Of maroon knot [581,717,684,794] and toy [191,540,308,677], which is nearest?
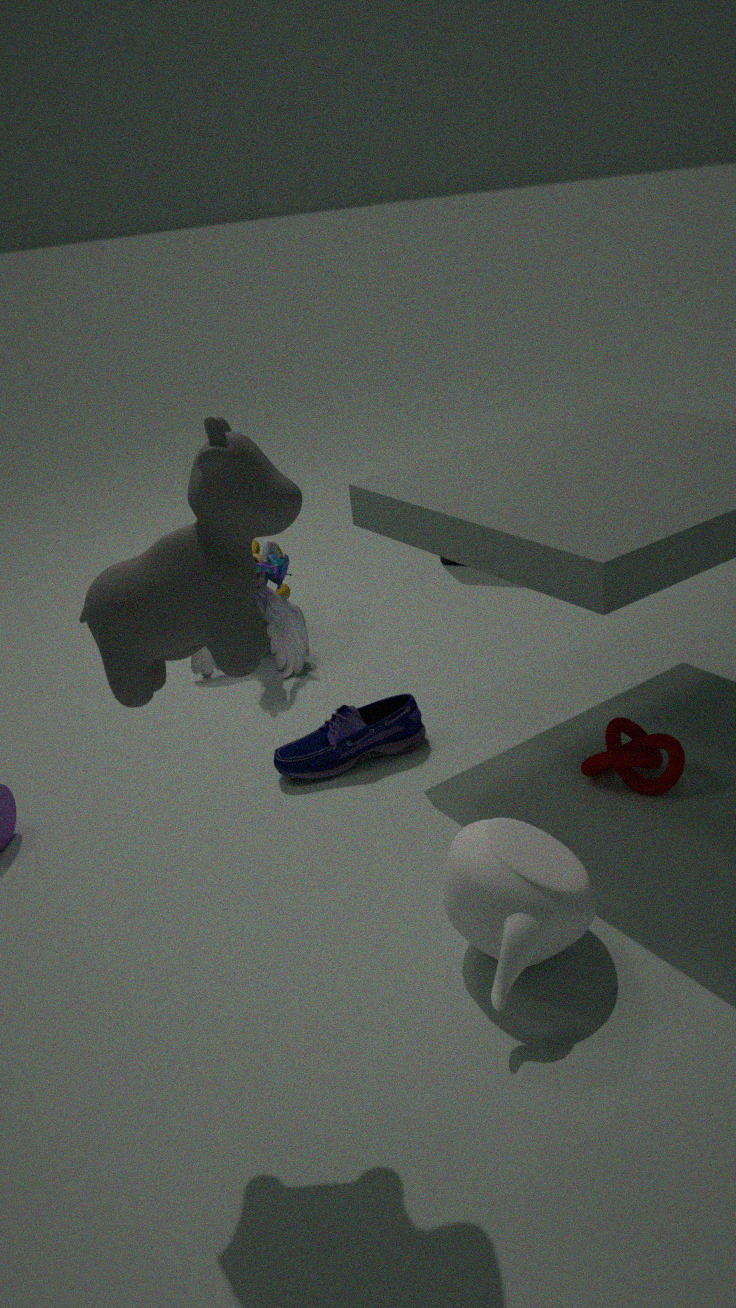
maroon knot [581,717,684,794]
